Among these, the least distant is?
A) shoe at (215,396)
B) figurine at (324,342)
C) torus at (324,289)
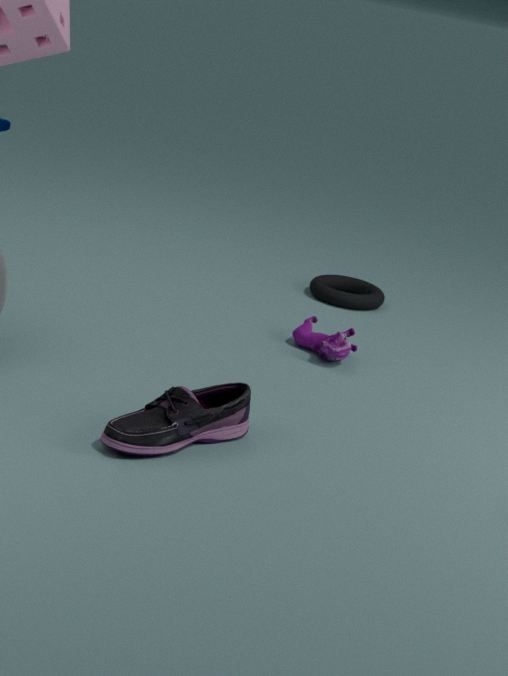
shoe at (215,396)
